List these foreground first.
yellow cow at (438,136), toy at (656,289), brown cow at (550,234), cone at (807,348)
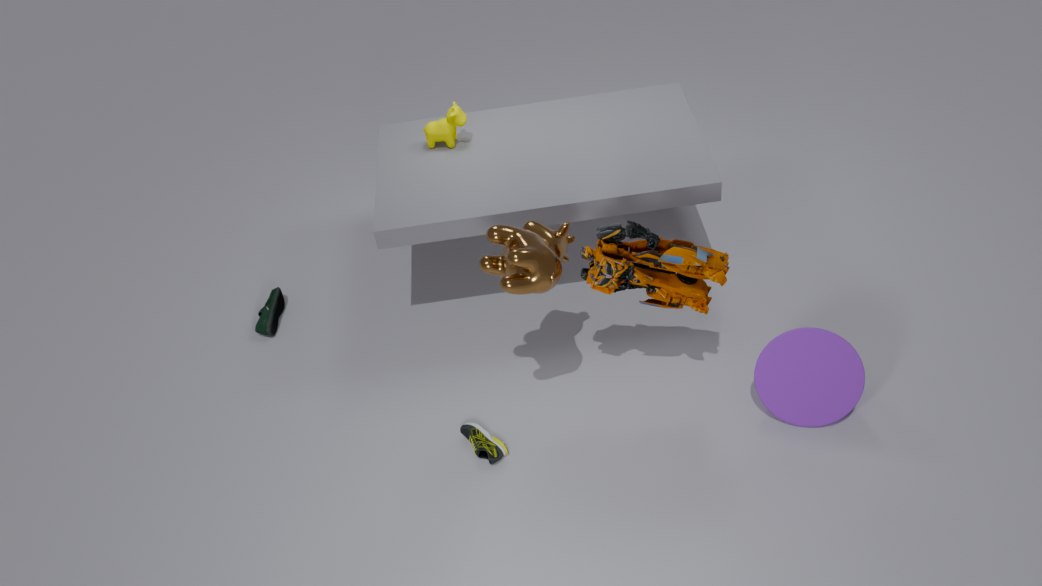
brown cow at (550,234) < toy at (656,289) < cone at (807,348) < yellow cow at (438,136)
